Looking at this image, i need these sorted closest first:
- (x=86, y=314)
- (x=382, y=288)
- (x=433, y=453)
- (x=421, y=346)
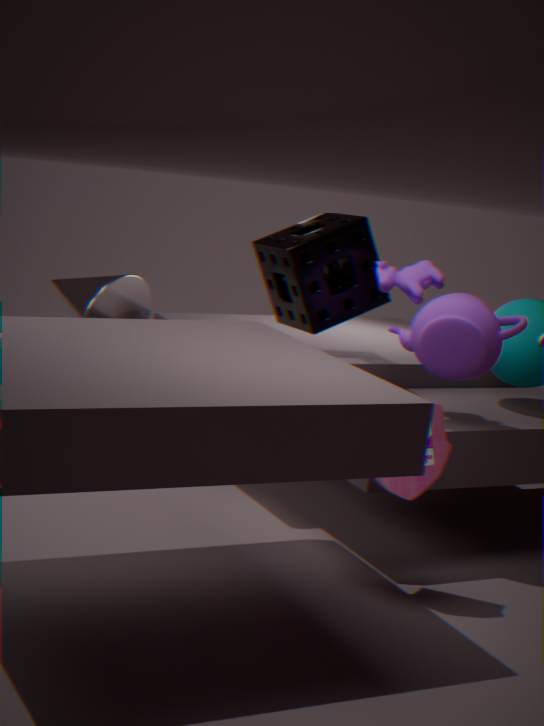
(x=433, y=453) < (x=421, y=346) < (x=382, y=288) < (x=86, y=314)
